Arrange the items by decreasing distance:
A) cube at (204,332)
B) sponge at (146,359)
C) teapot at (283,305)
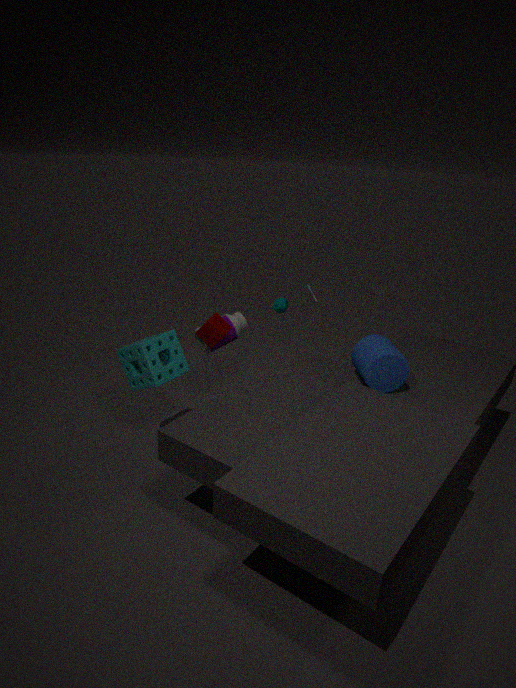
1. C. teapot at (283,305)
2. A. cube at (204,332)
3. B. sponge at (146,359)
